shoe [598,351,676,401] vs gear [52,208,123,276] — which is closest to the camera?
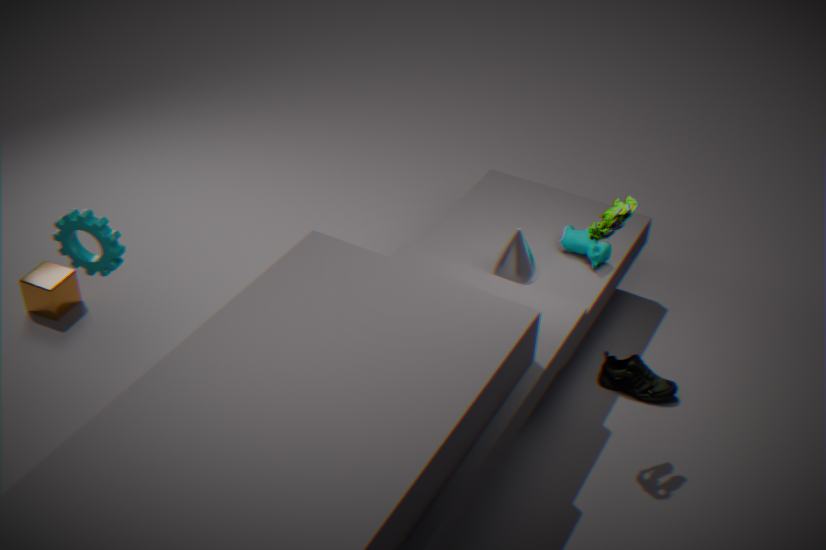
gear [52,208,123,276]
